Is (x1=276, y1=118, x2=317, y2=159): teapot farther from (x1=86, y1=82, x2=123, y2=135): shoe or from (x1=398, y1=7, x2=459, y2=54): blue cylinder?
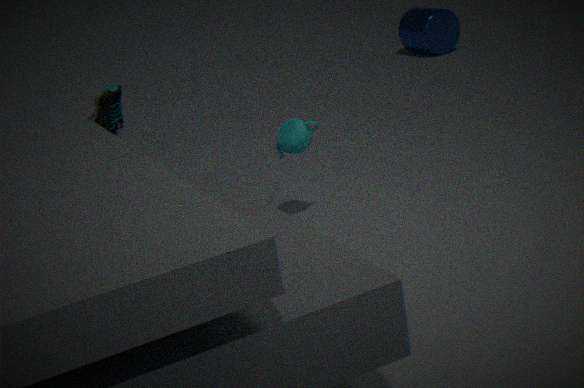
(x1=398, y1=7, x2=459, y2=54): blue cylinder
